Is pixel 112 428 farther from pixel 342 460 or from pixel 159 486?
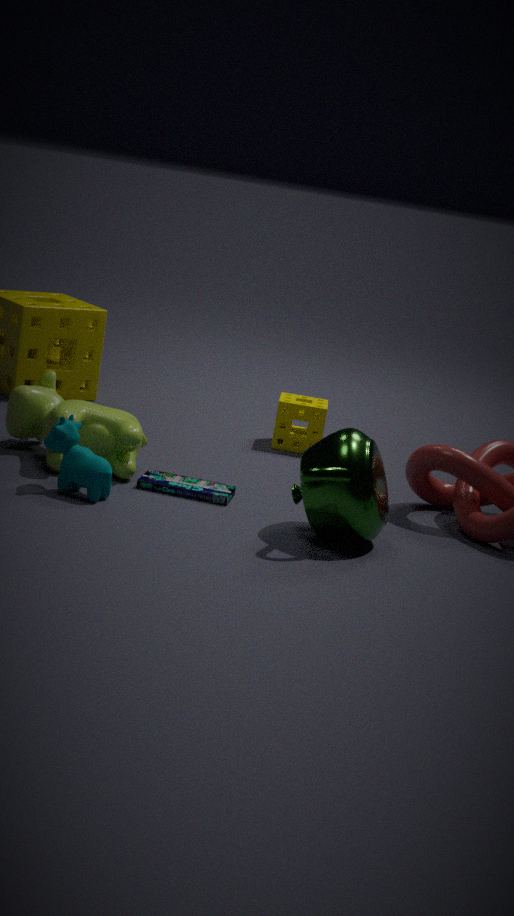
pixel 342 460
